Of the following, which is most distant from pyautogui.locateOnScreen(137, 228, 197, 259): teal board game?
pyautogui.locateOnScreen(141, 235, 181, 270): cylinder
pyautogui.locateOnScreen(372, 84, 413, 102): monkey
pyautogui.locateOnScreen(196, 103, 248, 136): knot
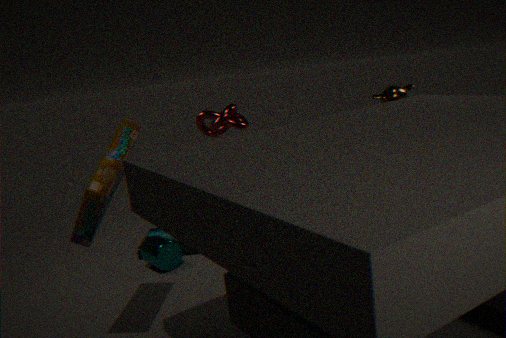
pyautogui.locateOnScreen(372, 84, 413, 102): monkey
